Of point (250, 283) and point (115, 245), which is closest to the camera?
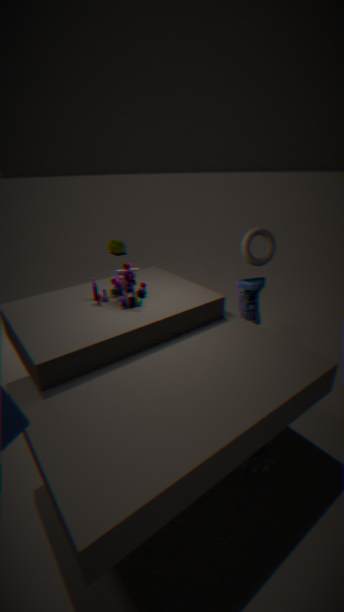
point (250, 283)
